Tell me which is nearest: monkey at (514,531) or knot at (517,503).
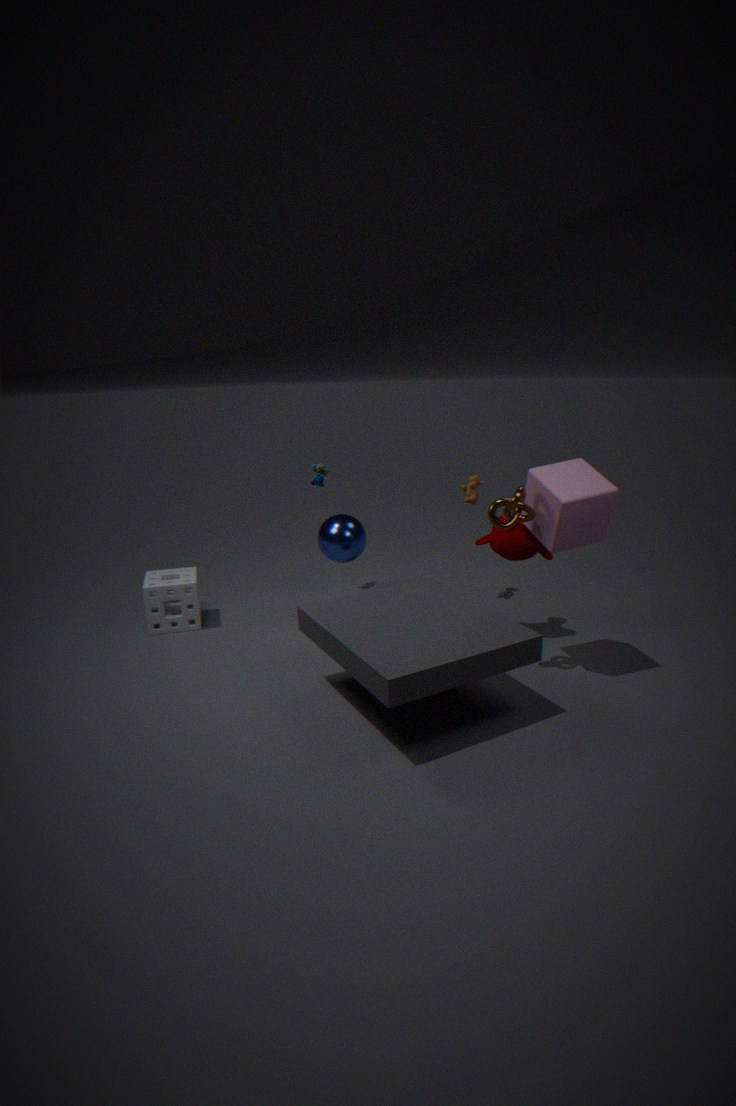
knot at (517,503)
